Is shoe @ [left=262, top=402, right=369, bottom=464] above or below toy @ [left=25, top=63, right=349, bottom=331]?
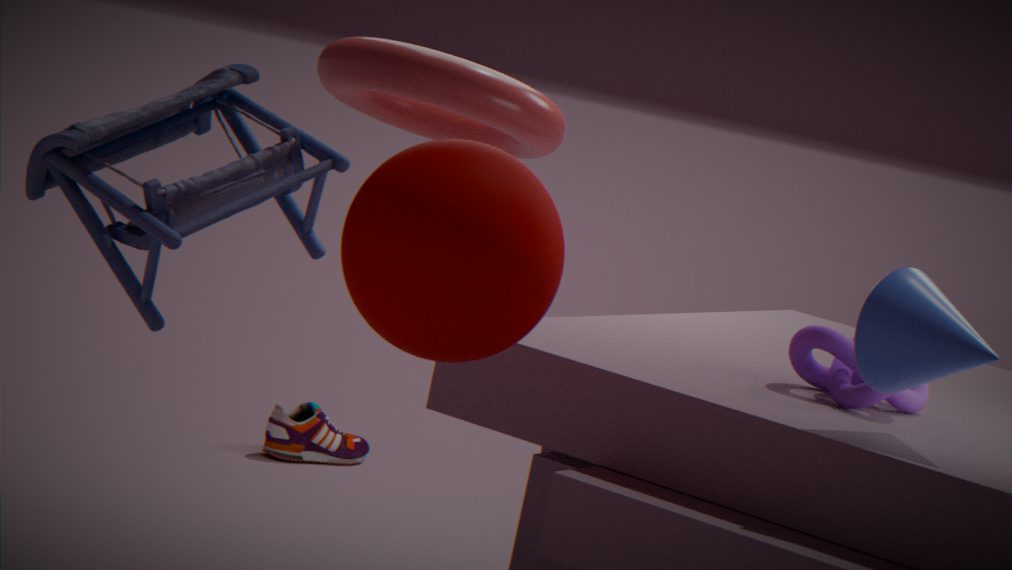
below
